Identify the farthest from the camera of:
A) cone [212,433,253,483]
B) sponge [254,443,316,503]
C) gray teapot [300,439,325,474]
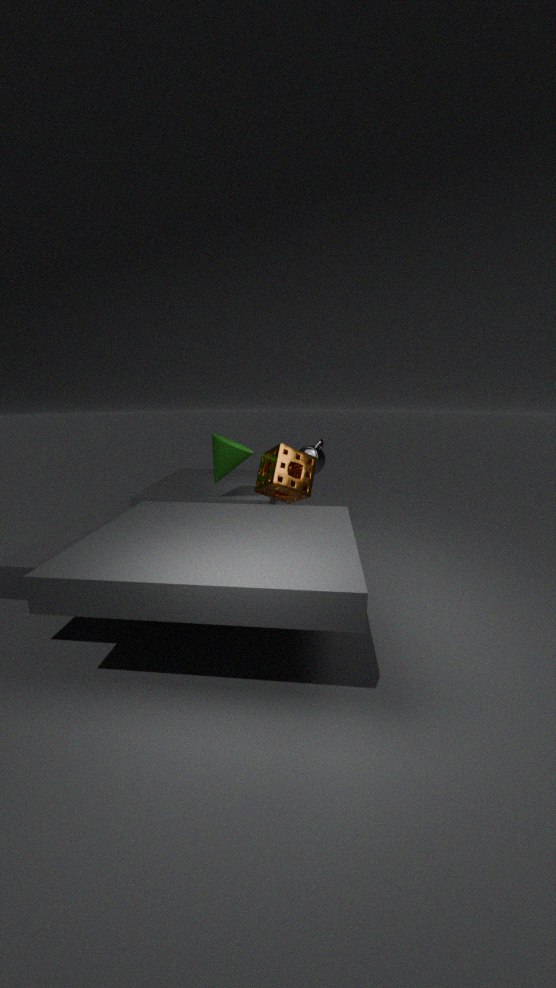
gray teapot [300,439,325,474]
